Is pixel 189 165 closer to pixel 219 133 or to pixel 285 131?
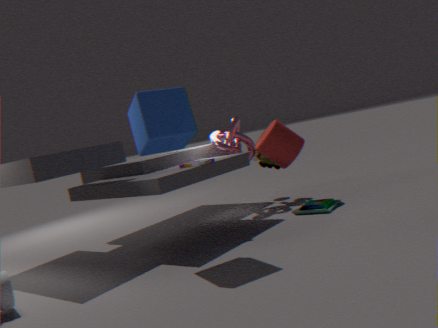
pixel 219 133
